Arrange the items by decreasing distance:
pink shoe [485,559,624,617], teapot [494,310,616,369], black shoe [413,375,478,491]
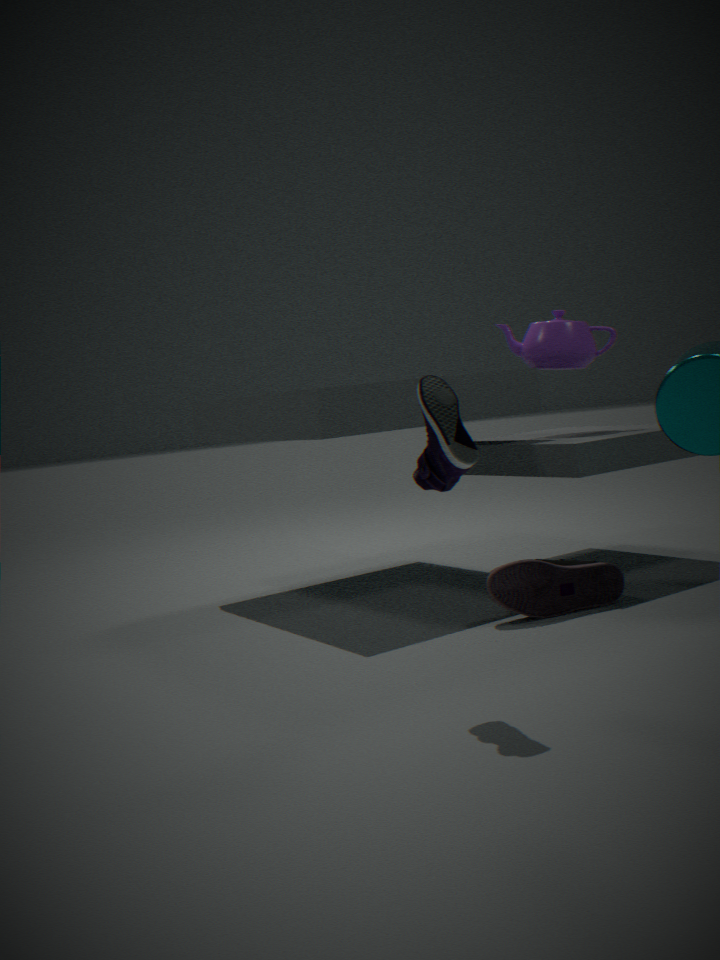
teapot [494,310,616,369], pink shoe [485,559,624,617], black shoe [413,375,478,491]
